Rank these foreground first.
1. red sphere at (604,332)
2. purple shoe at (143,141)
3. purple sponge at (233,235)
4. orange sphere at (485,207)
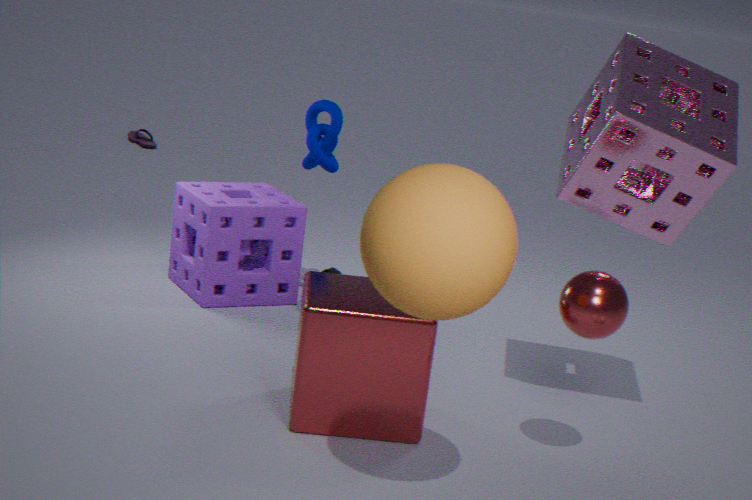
orange sphere at (485,207) → red sphere at (604,332) → purple sponge at (233,235) → purple shoe at (143,141)
